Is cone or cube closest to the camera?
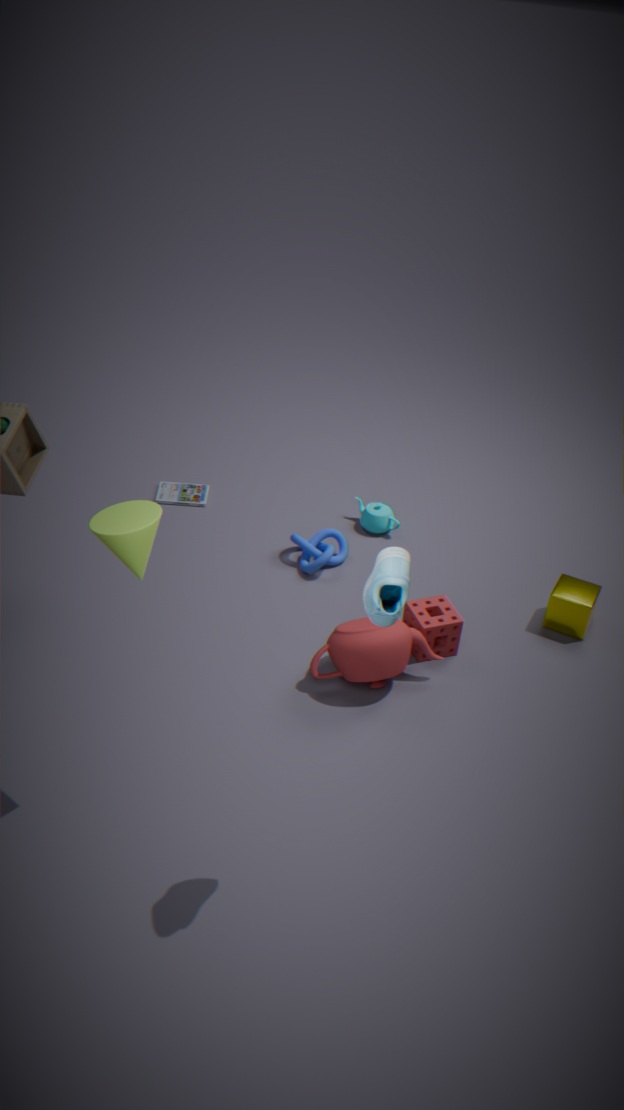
cone
